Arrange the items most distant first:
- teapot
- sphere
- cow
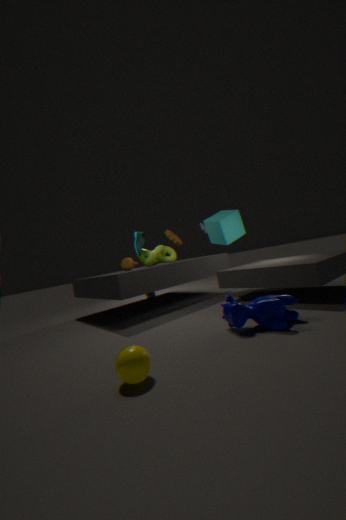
teapot, cow, sphere
